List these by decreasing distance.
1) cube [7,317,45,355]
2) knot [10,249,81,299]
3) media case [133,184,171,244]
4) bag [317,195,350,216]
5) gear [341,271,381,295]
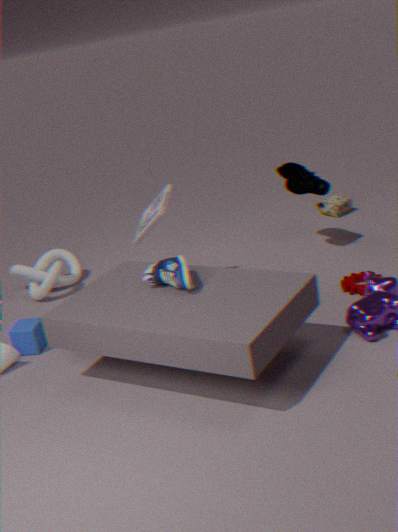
4. bag [317,195,350,216] → 2. knot [10,249,81,299] → 3. media case [133,184,171,244] → 5. gear [341,271,381,295] → 1. cube [7,317,45,355]
